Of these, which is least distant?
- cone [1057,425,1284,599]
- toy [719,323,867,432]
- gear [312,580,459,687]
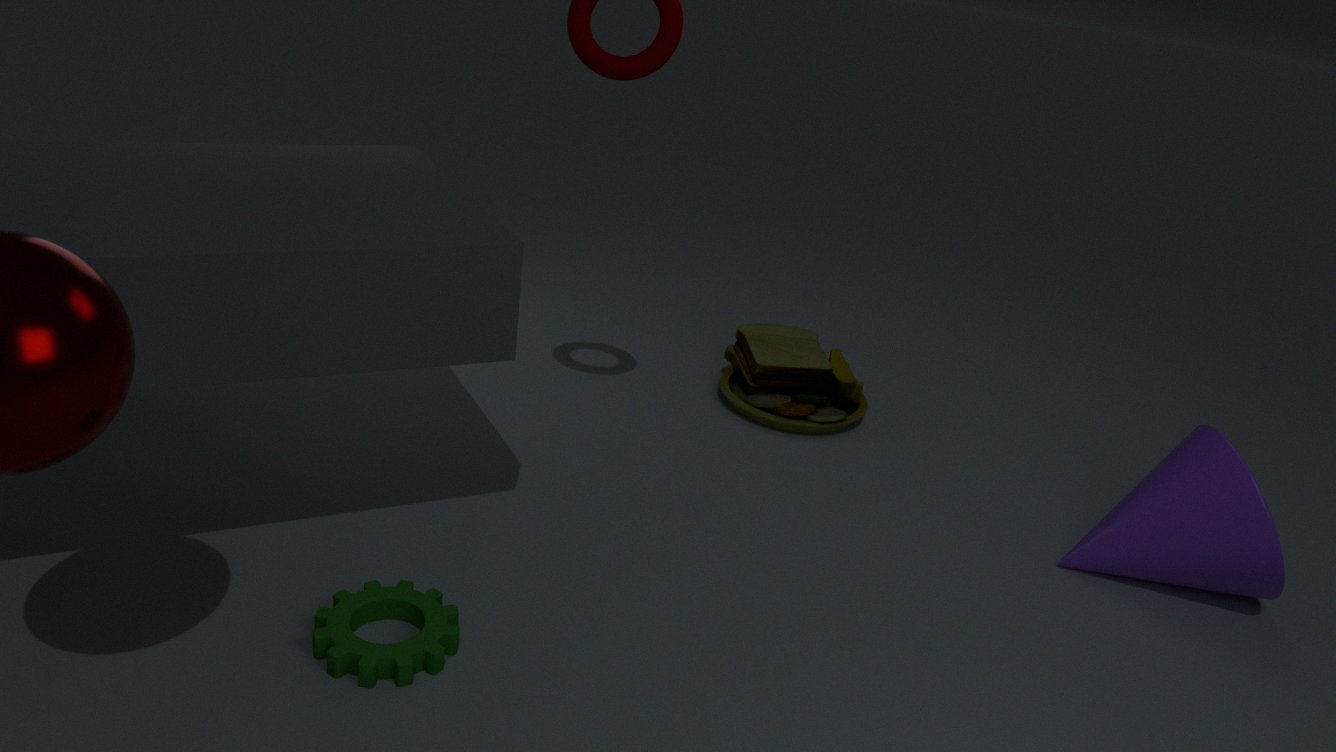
gear [312,580,459,687]
